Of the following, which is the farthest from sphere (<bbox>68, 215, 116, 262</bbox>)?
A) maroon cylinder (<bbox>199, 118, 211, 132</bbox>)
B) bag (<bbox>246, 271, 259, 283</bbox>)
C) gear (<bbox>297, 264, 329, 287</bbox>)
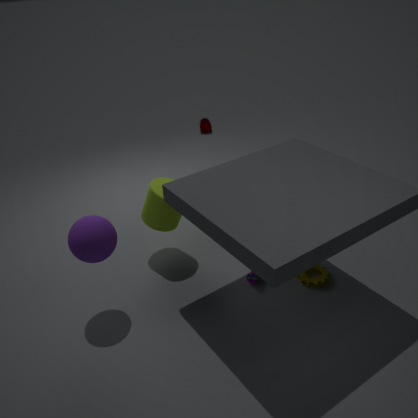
maroon cylinder (<bbox>199, 118, 211, 132</bbox>)
